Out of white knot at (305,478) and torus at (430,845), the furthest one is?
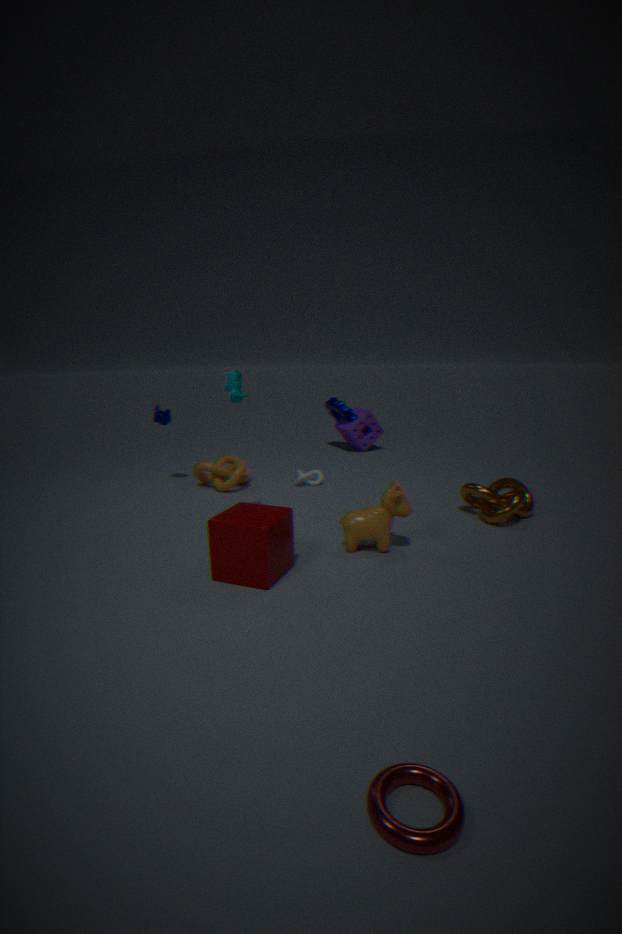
white knot at (305,478)
